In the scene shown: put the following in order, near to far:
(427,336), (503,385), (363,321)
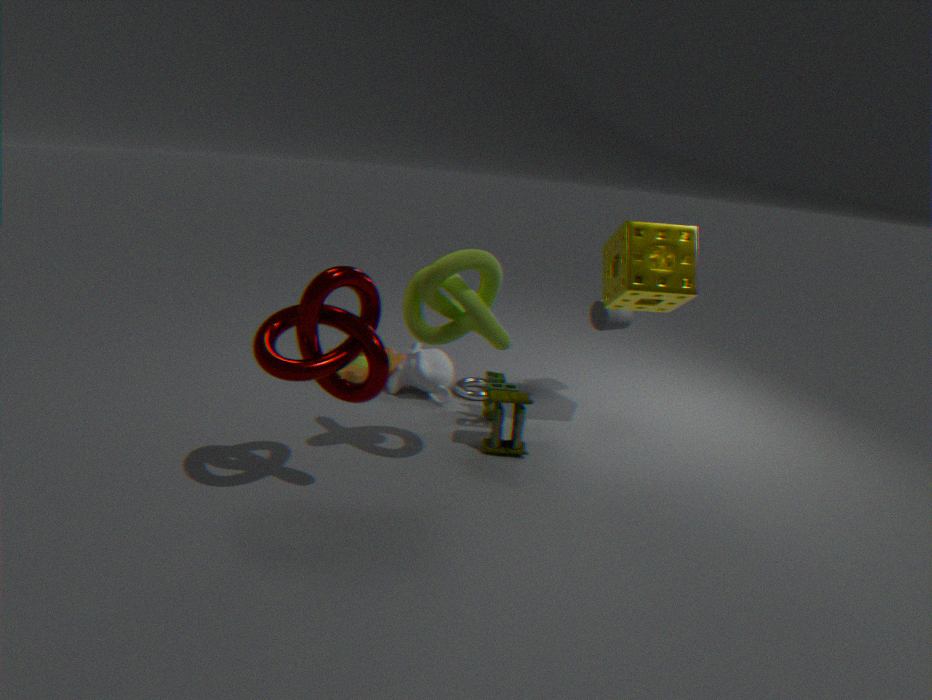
(363,321), (427,336), (503,385)
